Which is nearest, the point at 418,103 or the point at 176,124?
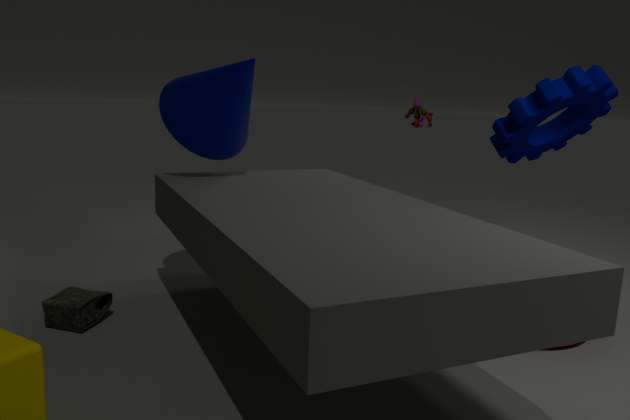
the point at 176,124
